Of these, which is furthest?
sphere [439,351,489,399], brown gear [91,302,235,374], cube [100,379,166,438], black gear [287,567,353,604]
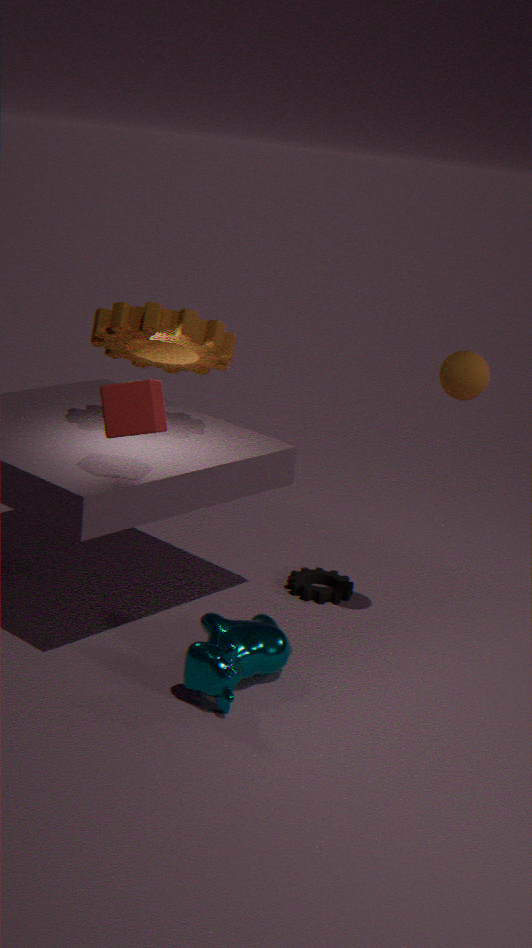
black gear [287,567,353,604]
